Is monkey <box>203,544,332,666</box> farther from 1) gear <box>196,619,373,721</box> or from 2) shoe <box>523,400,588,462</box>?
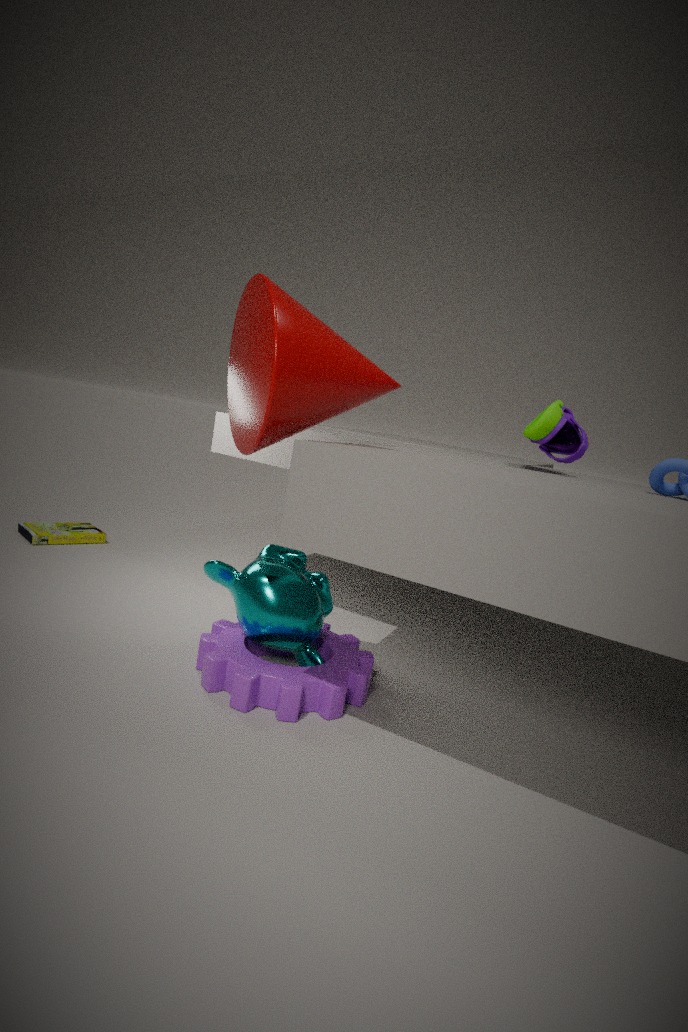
2) shoe <box>523,400,588,462</box>
